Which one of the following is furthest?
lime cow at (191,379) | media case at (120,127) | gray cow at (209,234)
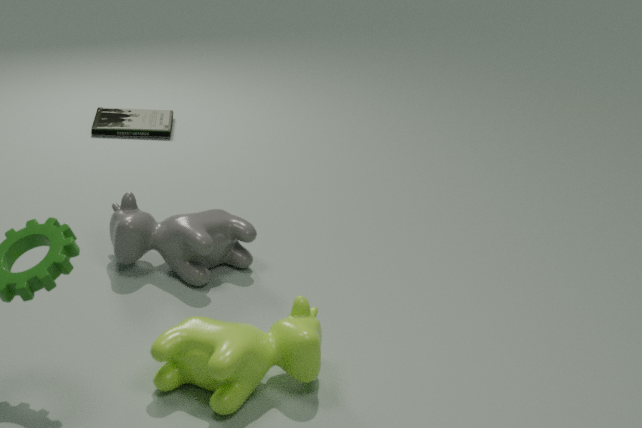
media case at (120,127)
